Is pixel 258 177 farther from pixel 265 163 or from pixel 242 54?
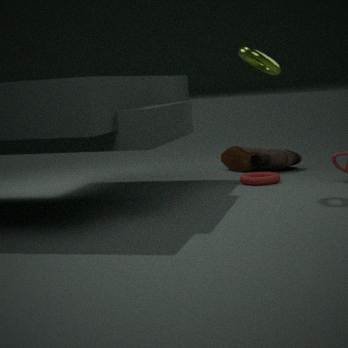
pixel 242 54
